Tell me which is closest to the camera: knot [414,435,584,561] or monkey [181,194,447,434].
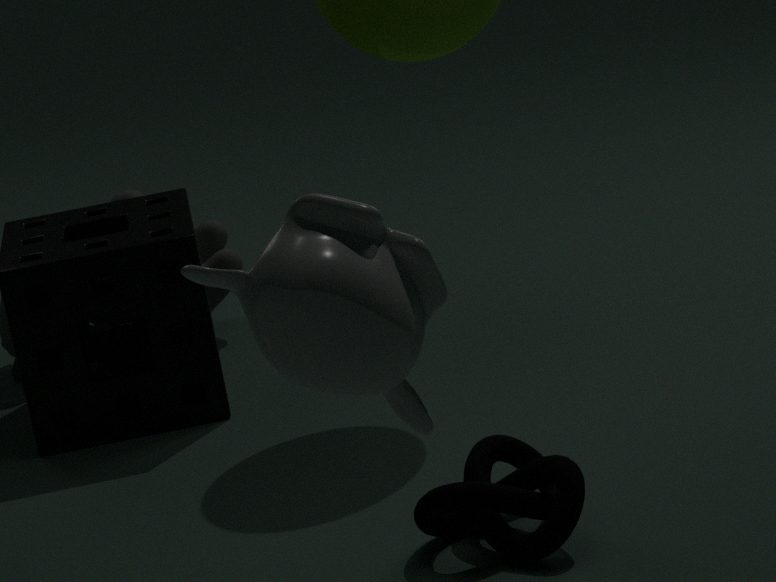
monkey [181,194,447,434]
